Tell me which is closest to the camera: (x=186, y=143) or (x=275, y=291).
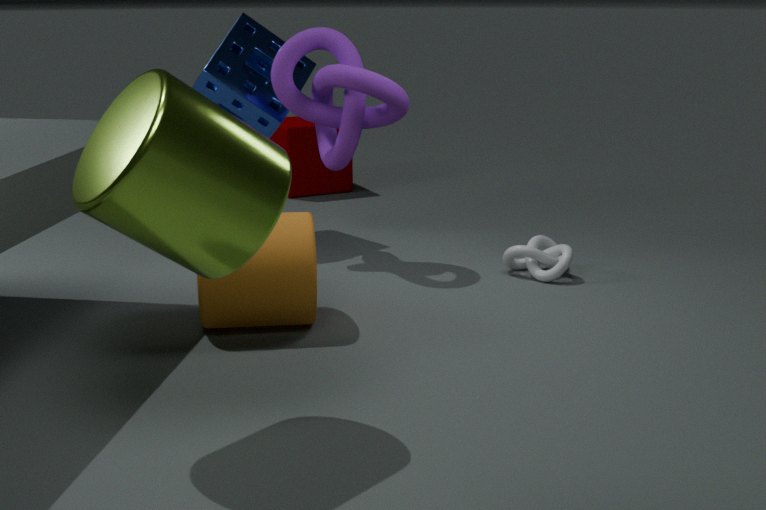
(x=186, y=143)
